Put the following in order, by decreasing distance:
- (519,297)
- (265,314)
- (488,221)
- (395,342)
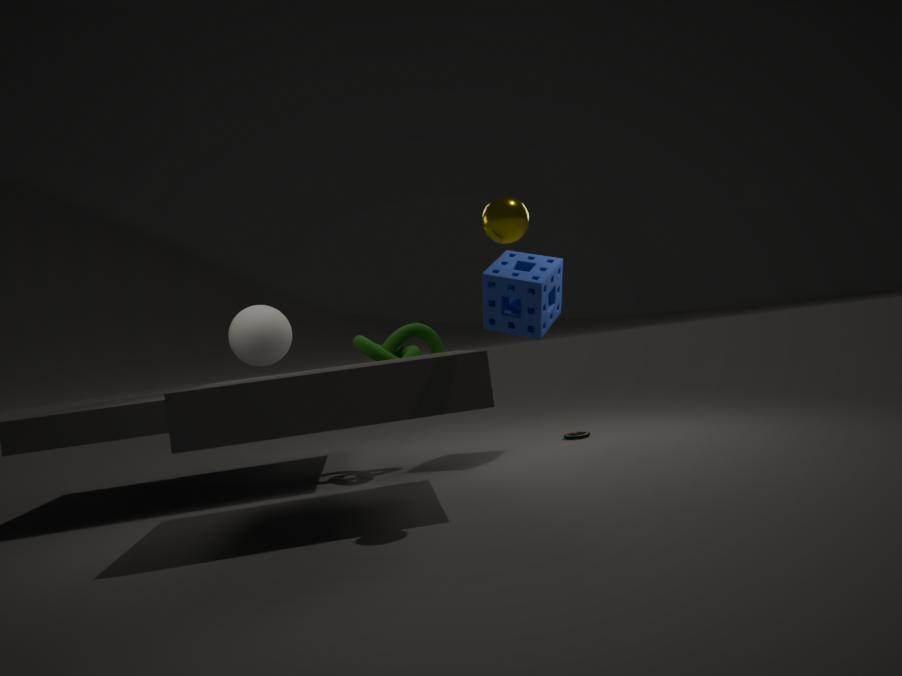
1. (395,342)
2. (265,314)
3. (519,297)
4. (488,221)
